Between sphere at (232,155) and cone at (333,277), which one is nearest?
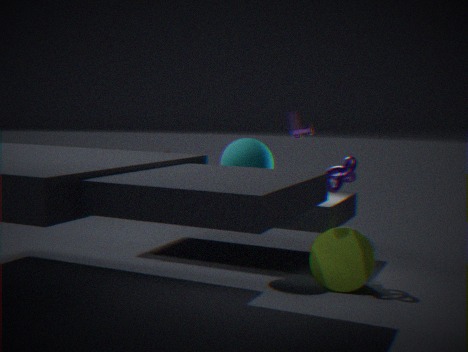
cone at (333,277)
